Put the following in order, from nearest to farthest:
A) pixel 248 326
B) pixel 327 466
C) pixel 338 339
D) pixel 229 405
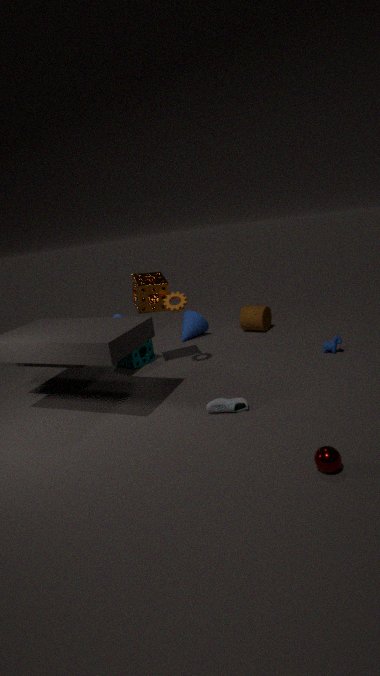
pixel 327 466, pixel 229 405, pixel 338 339, pixel 248 326
